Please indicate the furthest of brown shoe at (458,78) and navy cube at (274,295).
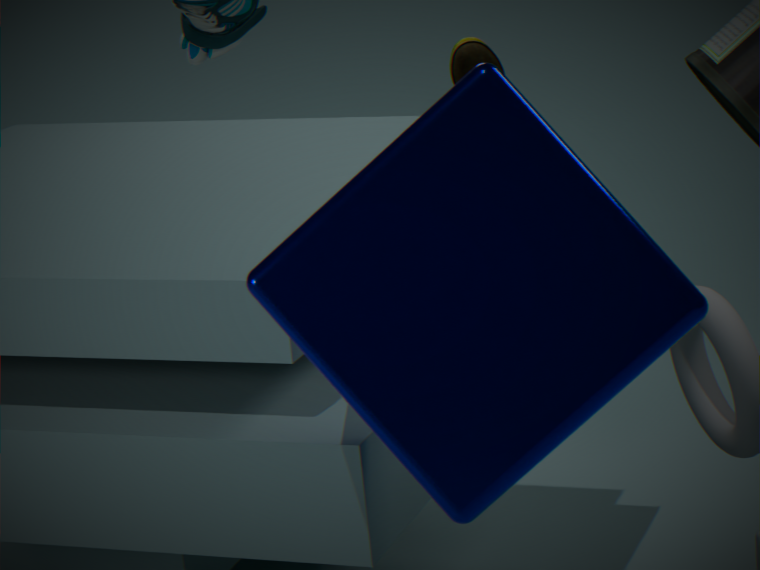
brown shoe at (458,78)
